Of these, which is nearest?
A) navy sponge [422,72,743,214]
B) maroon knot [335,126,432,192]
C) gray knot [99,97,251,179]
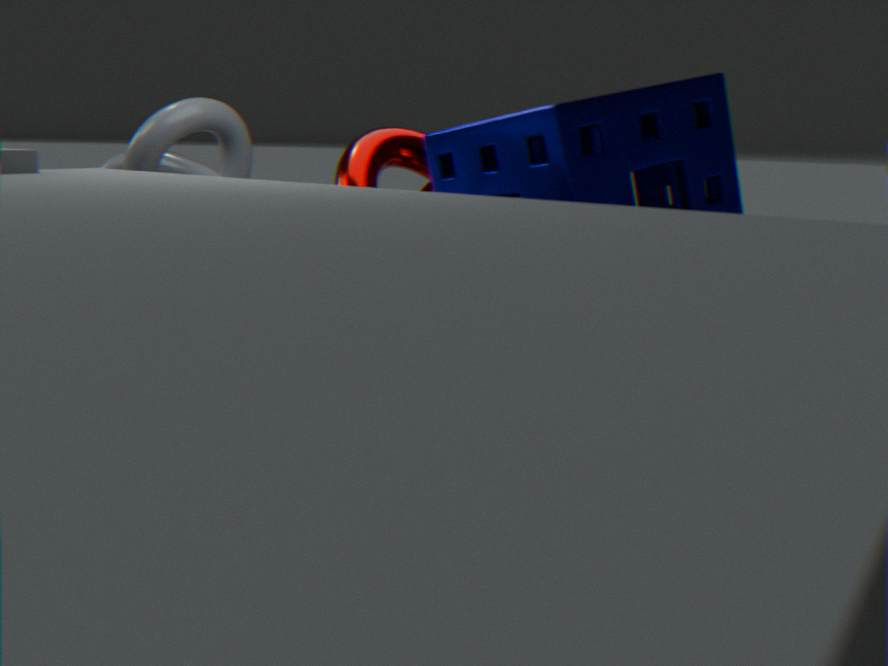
navy sponge [422,72,743,214]
